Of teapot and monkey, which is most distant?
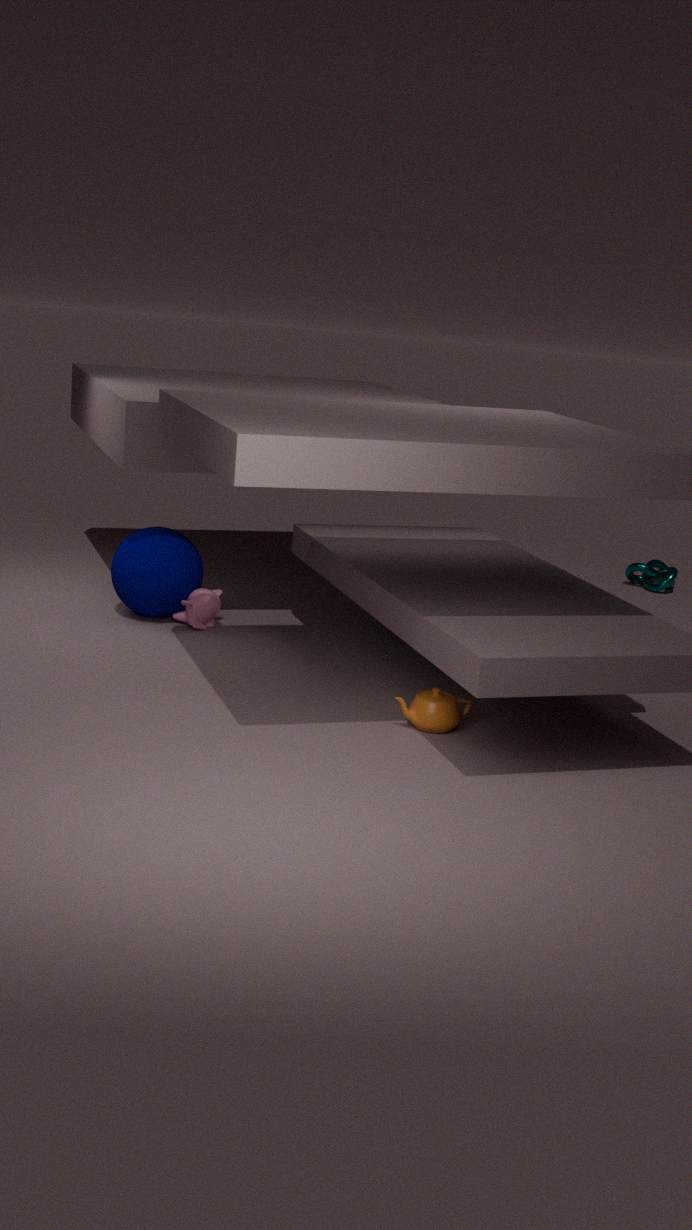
monkey
